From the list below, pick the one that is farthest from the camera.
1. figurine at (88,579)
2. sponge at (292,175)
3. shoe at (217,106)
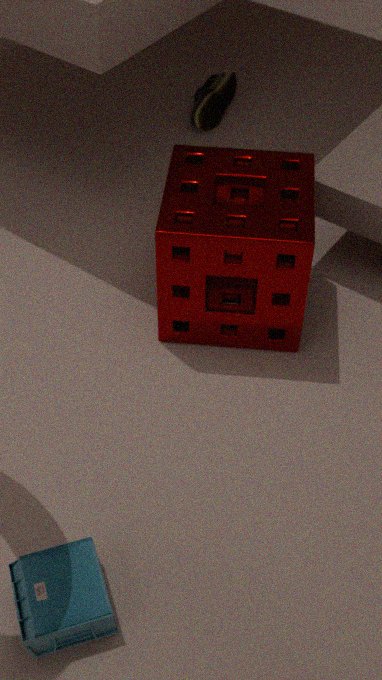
shoe at (217,106)
